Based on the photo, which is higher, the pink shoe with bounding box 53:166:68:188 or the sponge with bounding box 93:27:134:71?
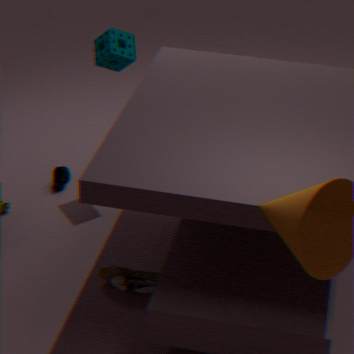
the sponge with bounding box 93:27:134:71
